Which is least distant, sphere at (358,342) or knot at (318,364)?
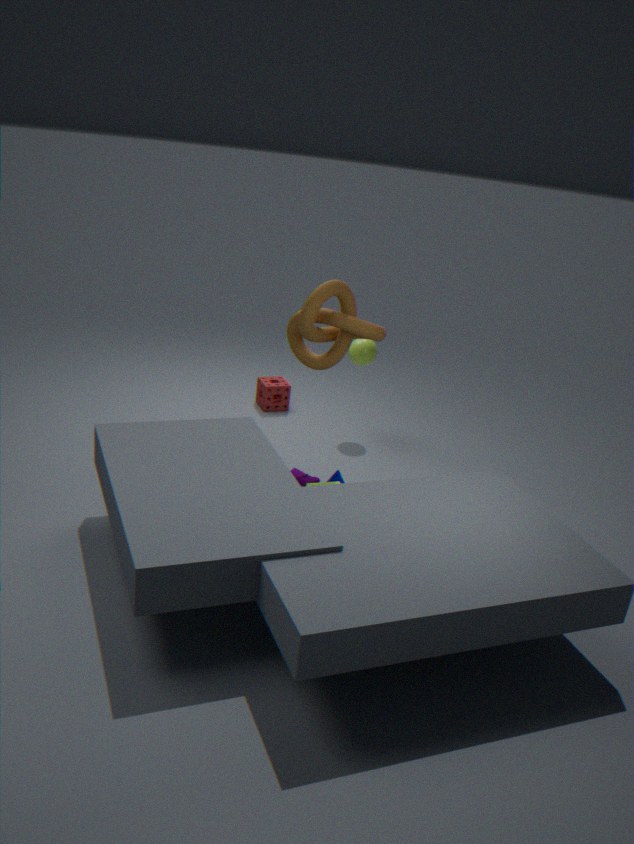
knot at (318,364)
